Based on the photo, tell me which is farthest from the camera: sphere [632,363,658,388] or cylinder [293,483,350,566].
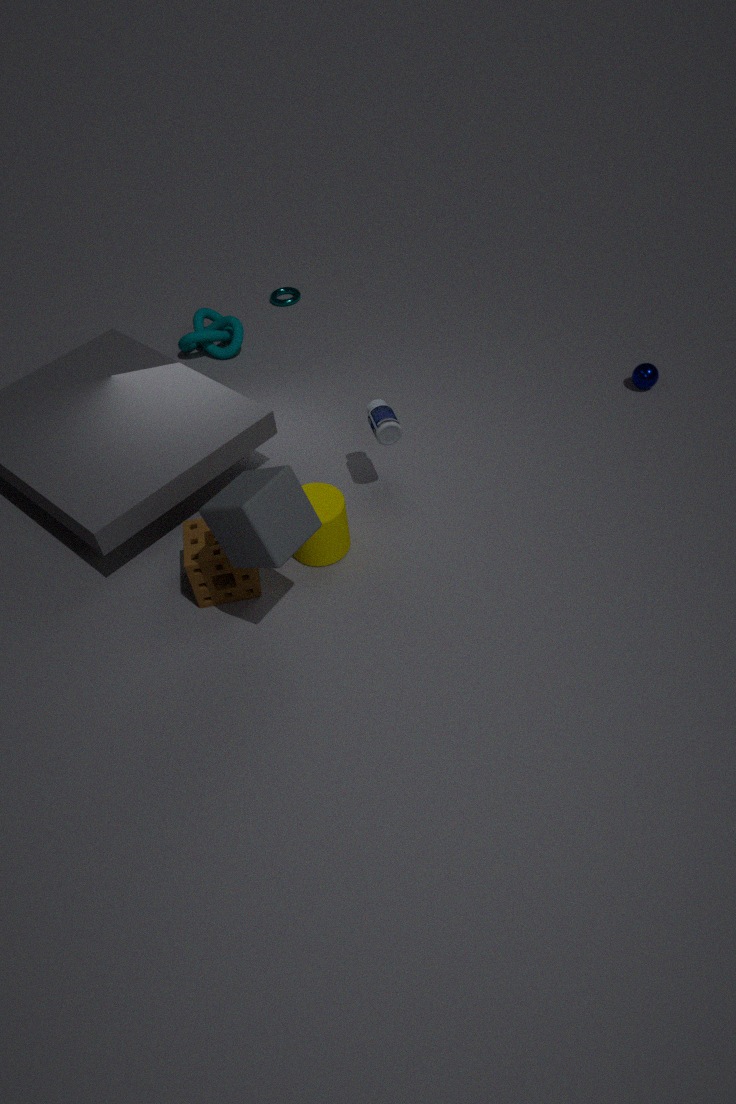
sphere [632,363,658,388]
